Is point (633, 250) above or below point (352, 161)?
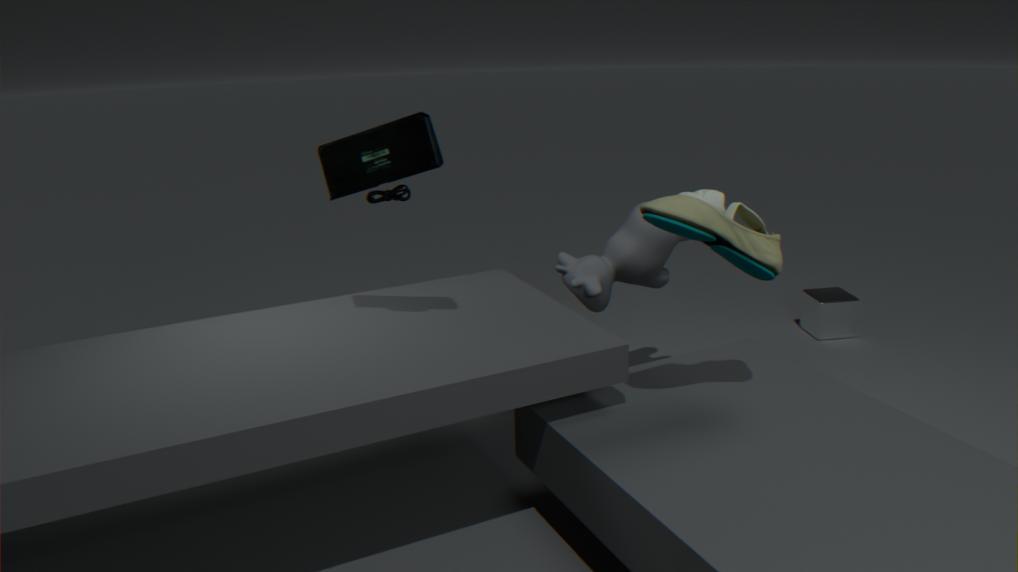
below
